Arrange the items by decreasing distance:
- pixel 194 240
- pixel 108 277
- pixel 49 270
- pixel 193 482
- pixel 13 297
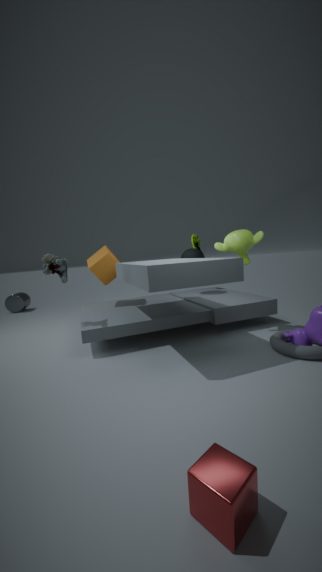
1. pixel 13 297
2. pixel 194 240
3. pixel 108 277
4. pixel 49 270
5. pixel 193 482
